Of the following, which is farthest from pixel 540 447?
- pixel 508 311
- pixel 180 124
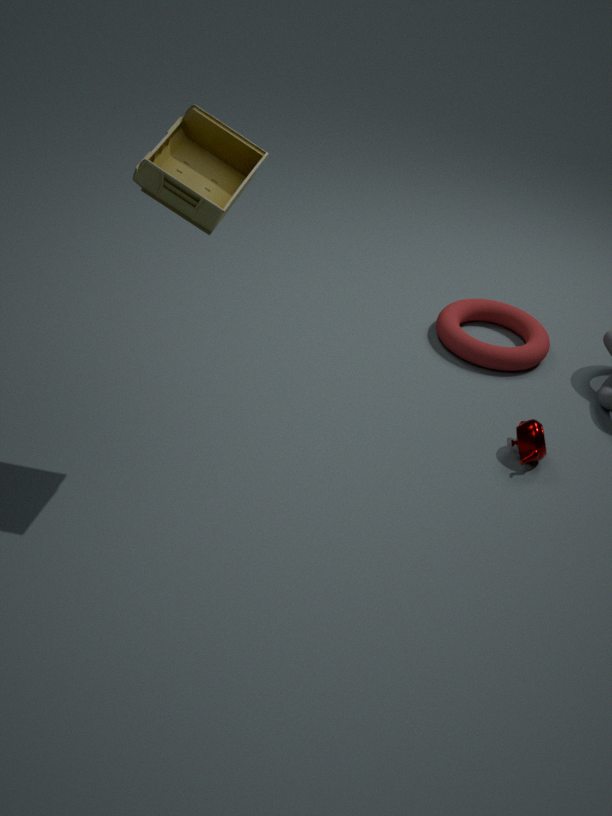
pixel 180 124
